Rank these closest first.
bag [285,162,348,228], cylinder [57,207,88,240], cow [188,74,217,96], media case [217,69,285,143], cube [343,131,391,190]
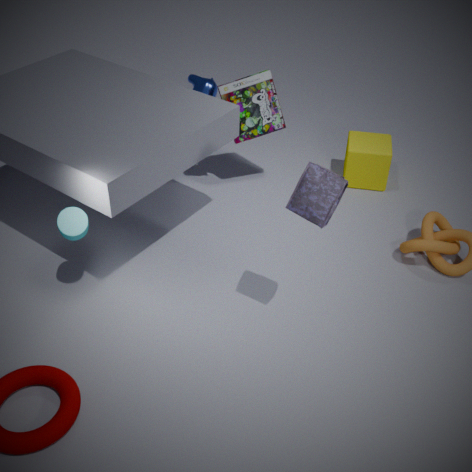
bag [285,162,348,228]
cylinder [57,207,88,240]
media case [217,69,285,143]
cow [188,74,217,96]
cube [343,131,391,190]
